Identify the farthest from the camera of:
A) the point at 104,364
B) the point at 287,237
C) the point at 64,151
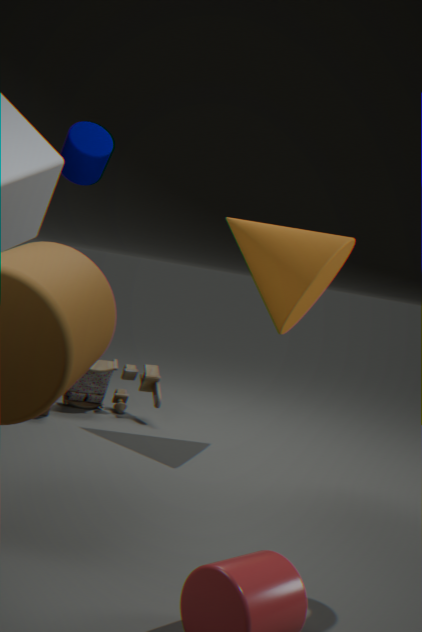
the point at 104,364
